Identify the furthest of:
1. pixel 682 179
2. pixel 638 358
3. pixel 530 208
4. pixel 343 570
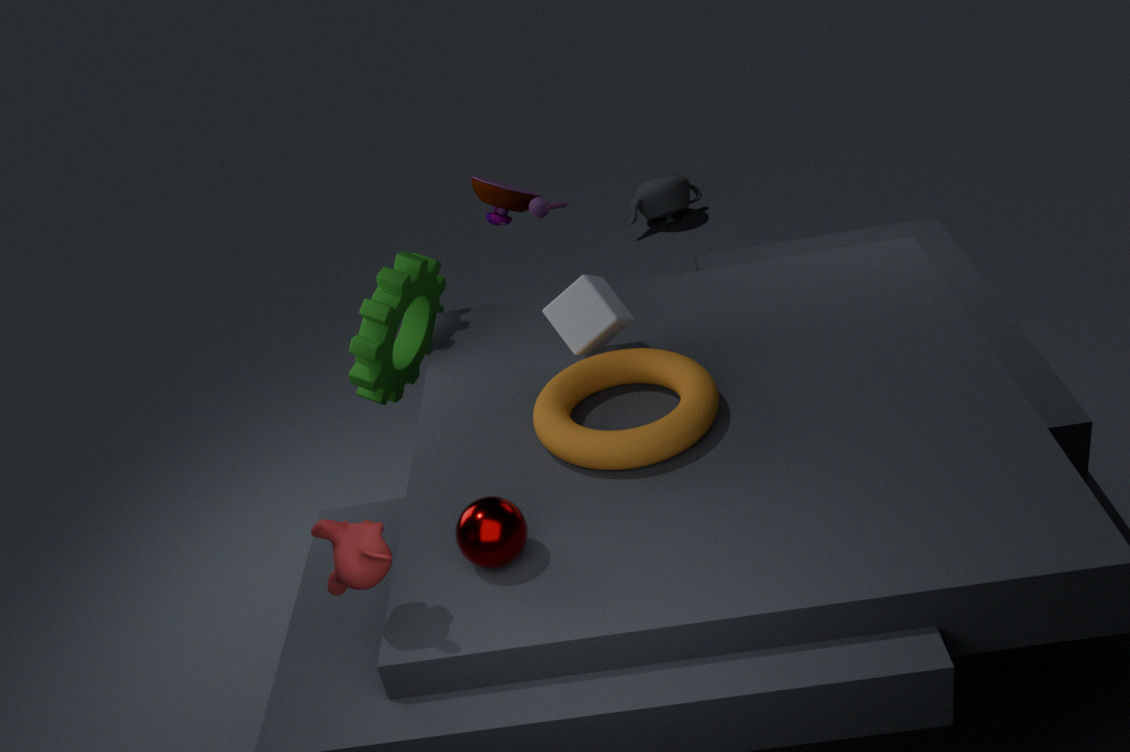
pixel 682 179
